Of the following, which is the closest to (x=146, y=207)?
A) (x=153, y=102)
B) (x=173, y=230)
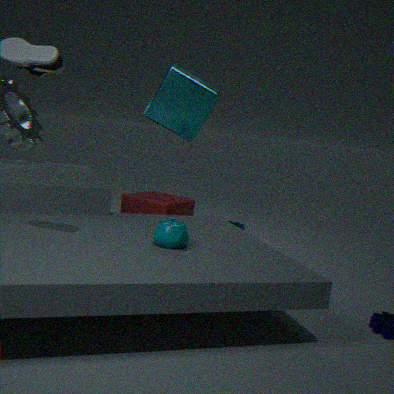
(x=153, y=102)
